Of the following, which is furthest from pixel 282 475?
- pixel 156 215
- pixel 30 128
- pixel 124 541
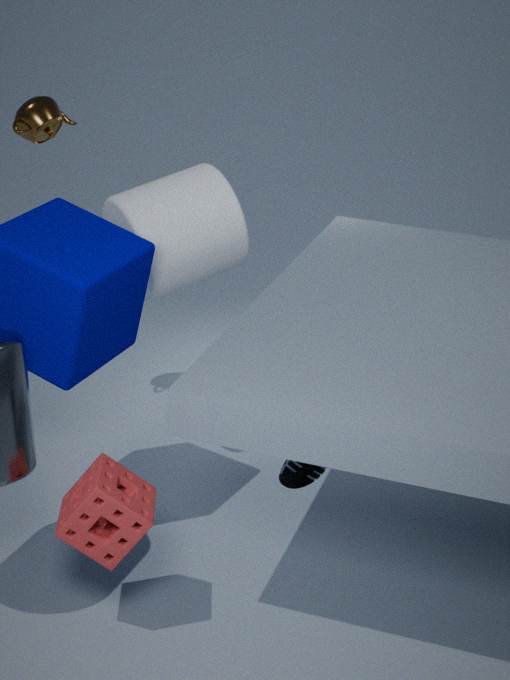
pixel 30 128
